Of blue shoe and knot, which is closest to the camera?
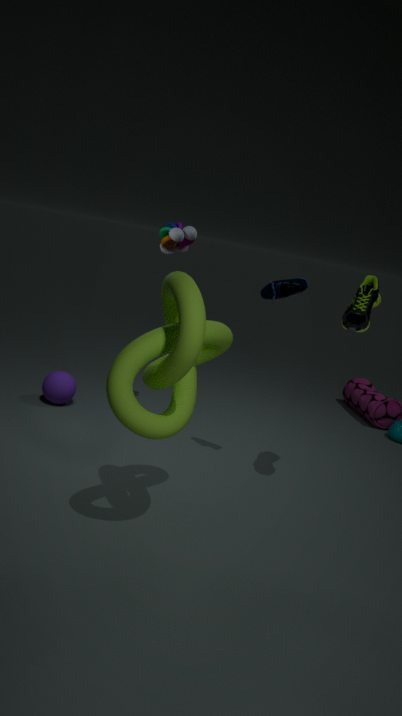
knot
